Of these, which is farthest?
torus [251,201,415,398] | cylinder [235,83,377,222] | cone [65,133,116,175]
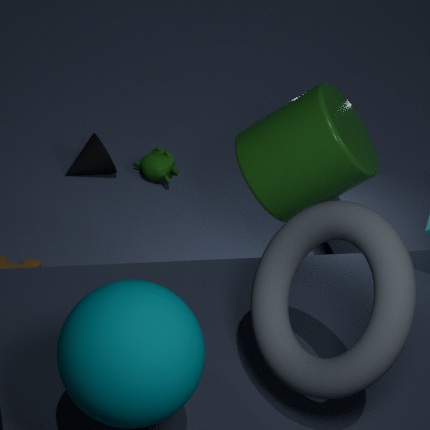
cone [65,133,116,175]
